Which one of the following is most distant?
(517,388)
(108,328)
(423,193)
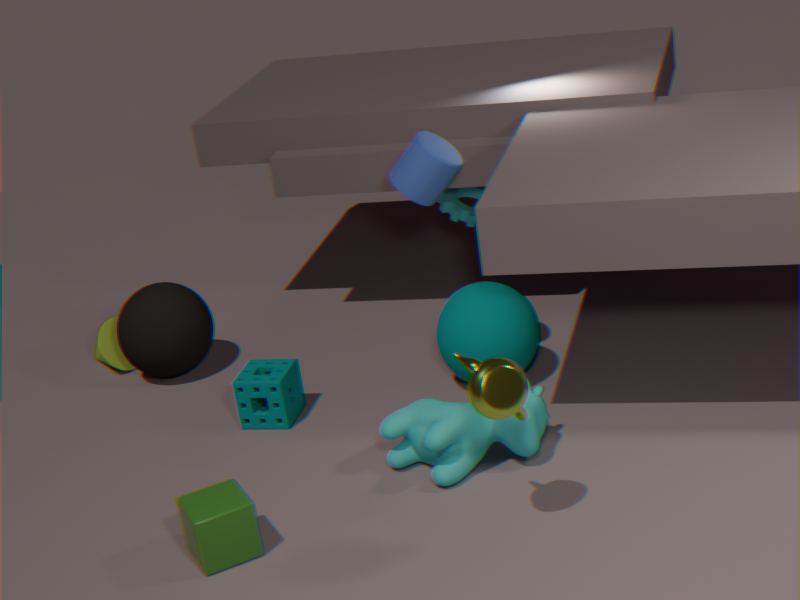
(108,328)
